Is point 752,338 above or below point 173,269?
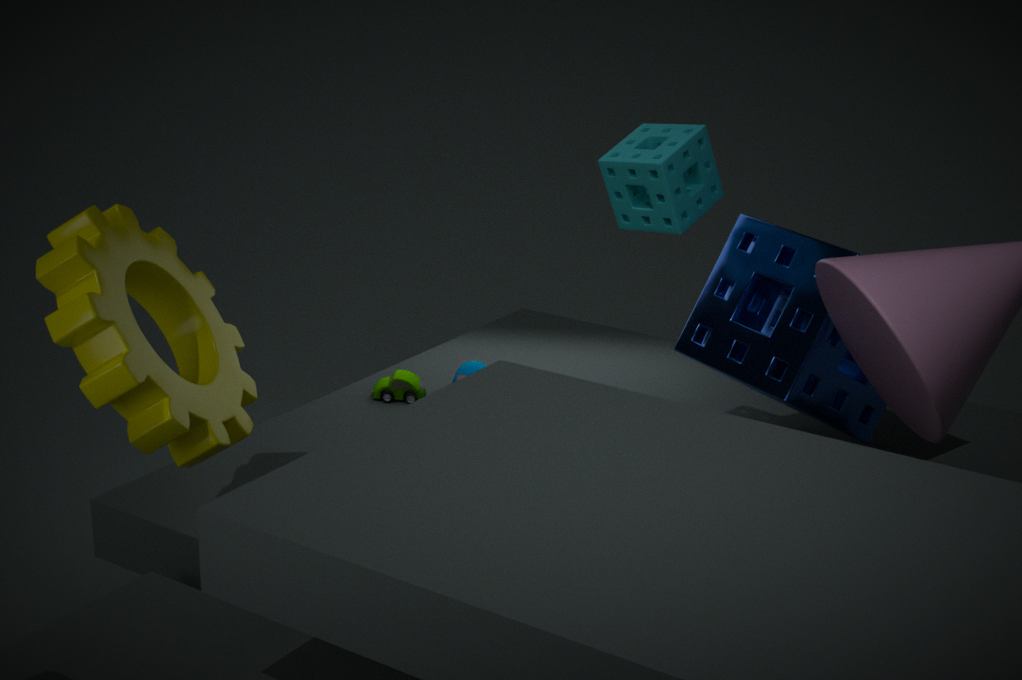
below
